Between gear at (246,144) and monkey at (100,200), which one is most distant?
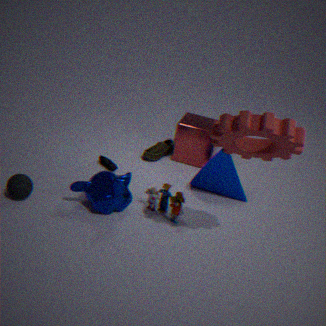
monkey at (100,200)
